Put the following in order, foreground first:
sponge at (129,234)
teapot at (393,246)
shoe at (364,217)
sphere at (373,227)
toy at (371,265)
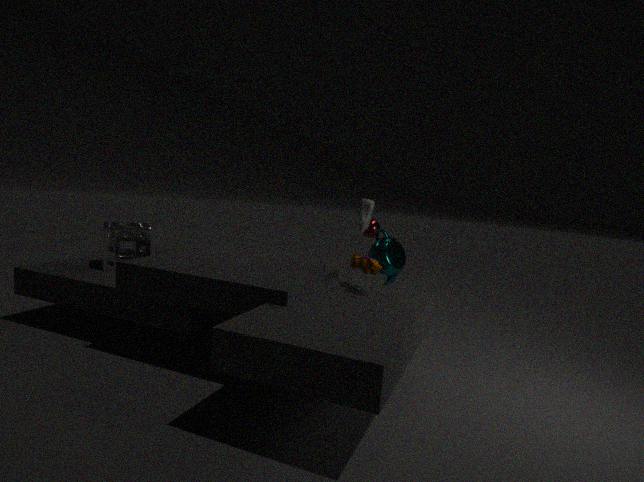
1. toy at (371,265)
2. teapot at (393,246)
3. sponge at (129,234)
4. shoe at (364,217)
5. sphere at (373,227)
